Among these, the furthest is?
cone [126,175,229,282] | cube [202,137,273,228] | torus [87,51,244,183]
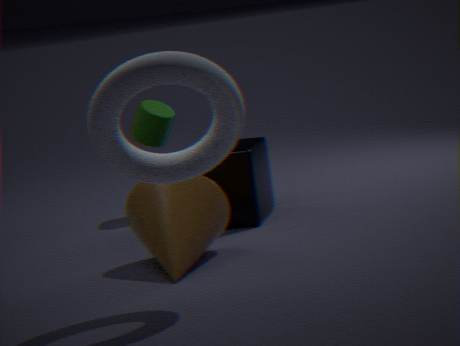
cube [202,137,273,228]
